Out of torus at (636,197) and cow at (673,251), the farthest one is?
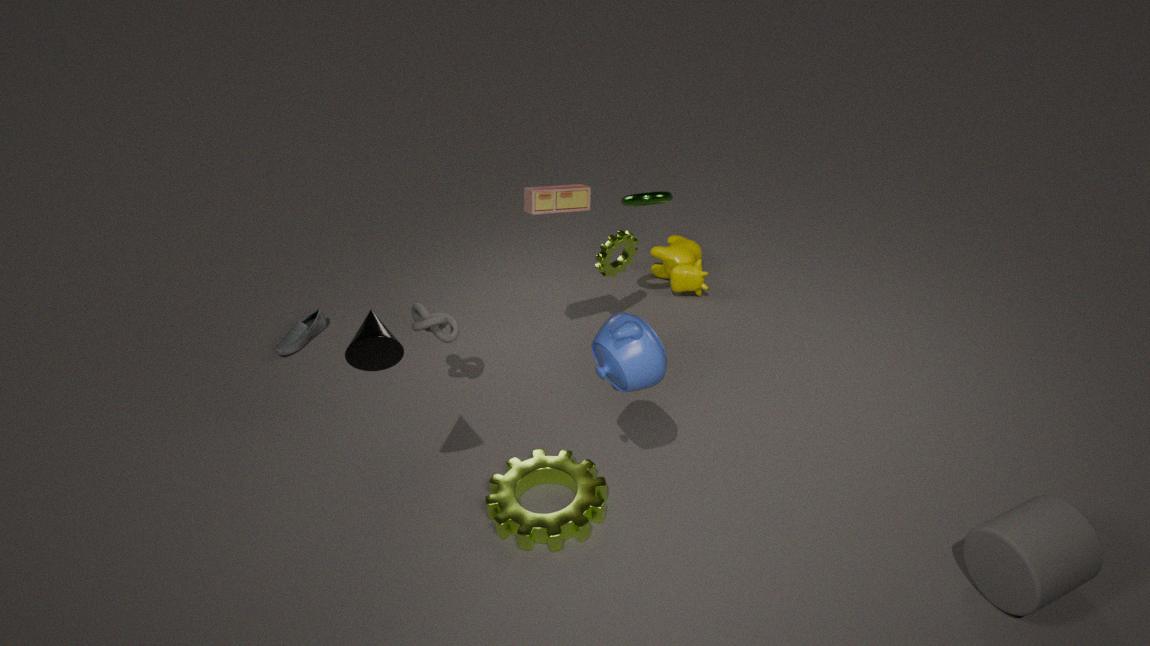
cow at (673,251)
